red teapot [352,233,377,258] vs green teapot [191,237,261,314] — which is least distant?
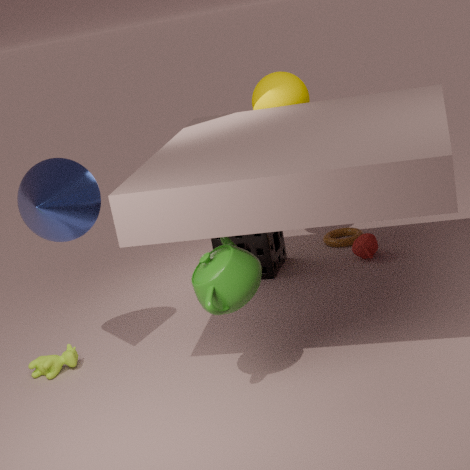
green teapot [191,237,261,314]
